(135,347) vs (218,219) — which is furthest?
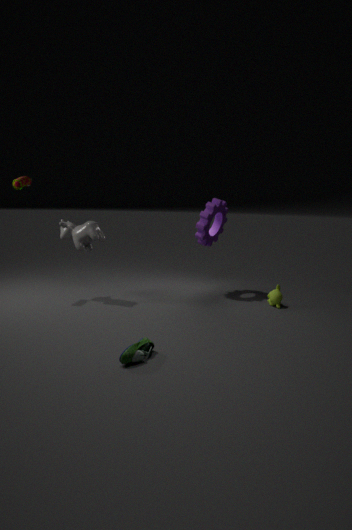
(218,219)
